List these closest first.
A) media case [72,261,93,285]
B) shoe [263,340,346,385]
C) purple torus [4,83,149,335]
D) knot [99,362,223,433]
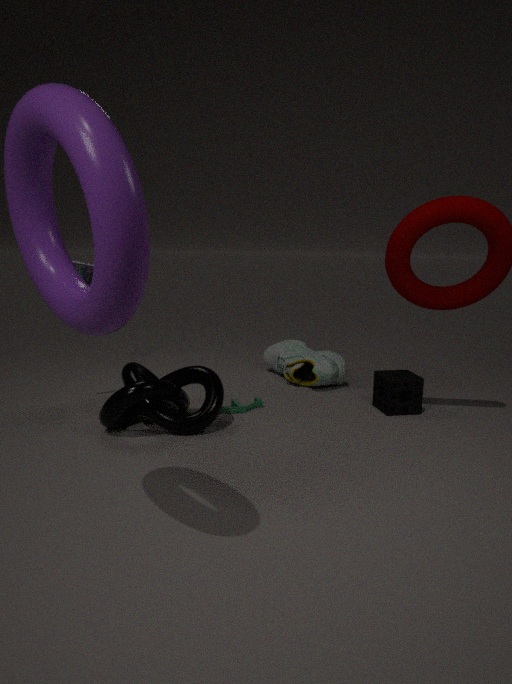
C. purple torus [4,83,149,335] < D. knot [99,362,223,433] < A. media case [72,261,93,285] < B. shoe [263,340,346,385]
